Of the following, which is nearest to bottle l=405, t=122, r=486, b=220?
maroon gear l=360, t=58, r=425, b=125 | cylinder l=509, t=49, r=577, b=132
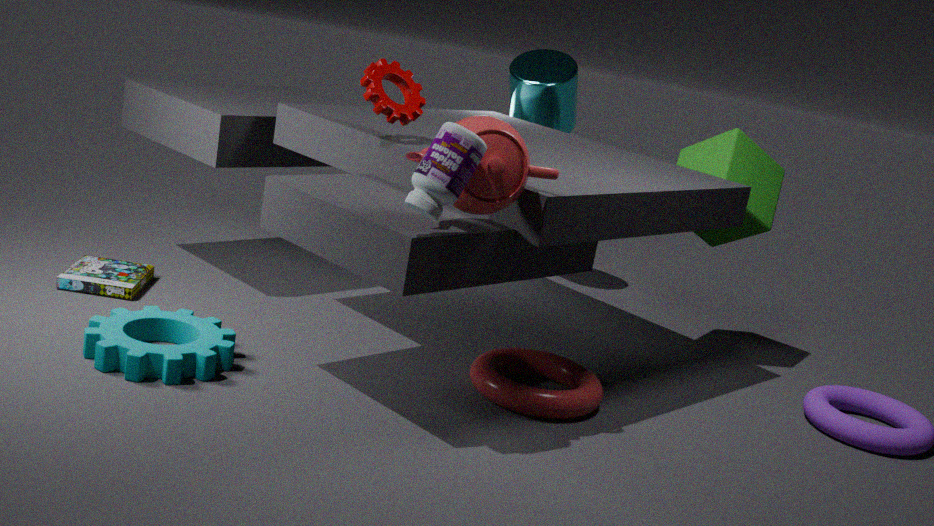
maroon gear l=360, t=58, r=425, b=125
